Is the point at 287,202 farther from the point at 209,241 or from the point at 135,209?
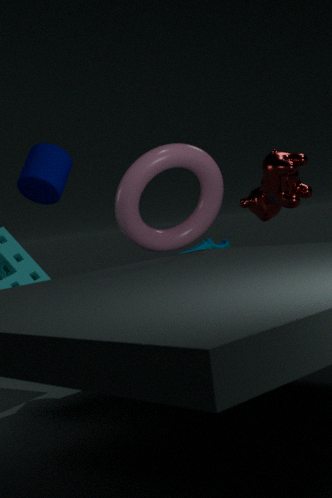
the point at 135,209
